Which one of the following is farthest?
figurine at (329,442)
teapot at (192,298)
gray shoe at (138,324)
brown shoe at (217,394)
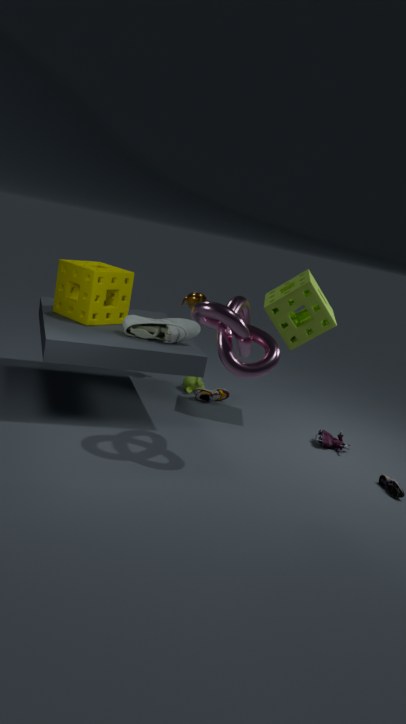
teapot at (192,298)
